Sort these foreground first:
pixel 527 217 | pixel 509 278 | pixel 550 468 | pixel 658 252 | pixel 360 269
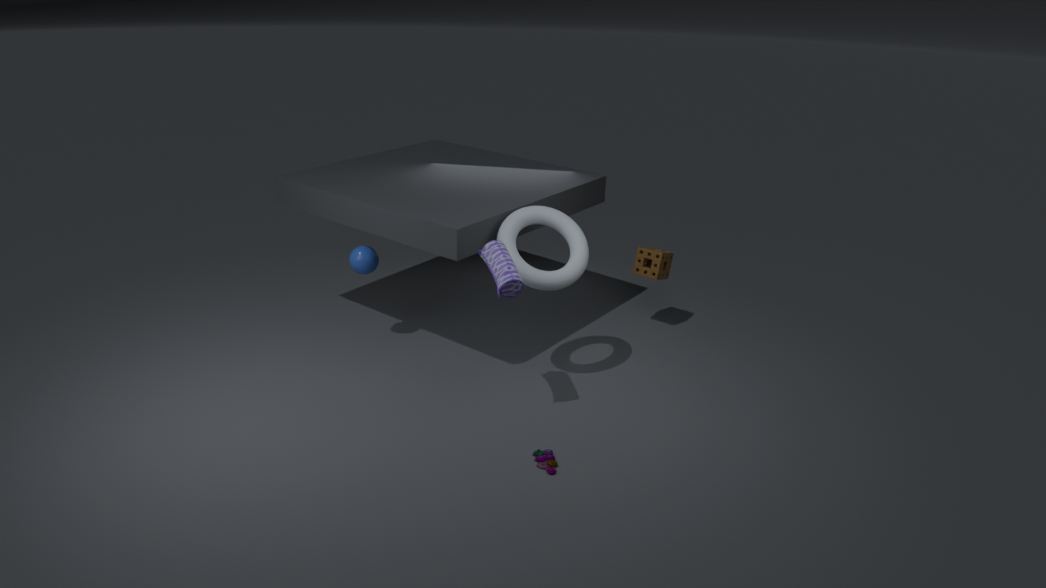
pixel 550 468 → pixel 509 278 → pixel 527 217 → pixel 360 269 → pixel 658 252
